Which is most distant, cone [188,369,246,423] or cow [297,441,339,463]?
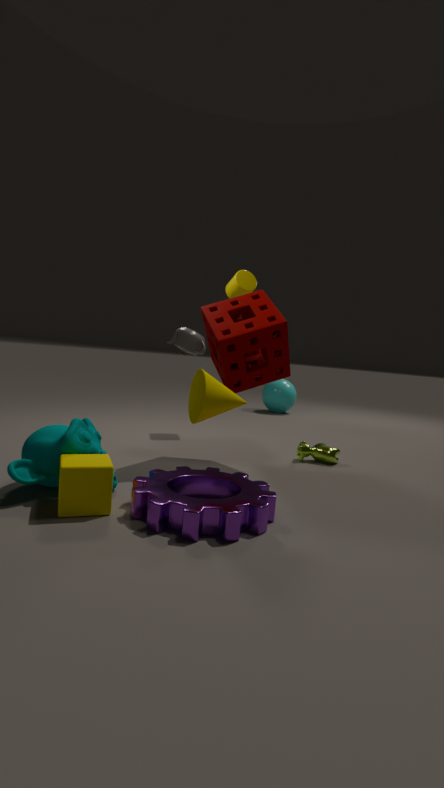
cow [297,441,339,463]
